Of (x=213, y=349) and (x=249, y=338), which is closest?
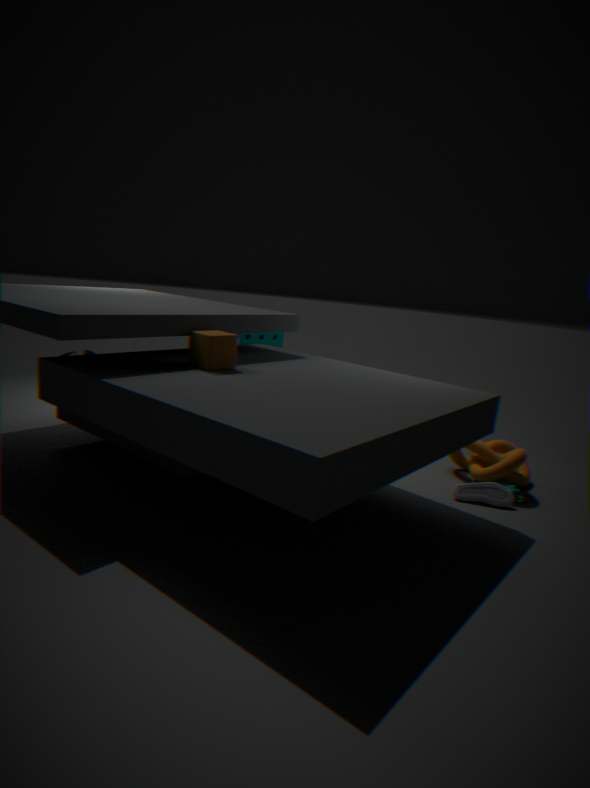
(x=213, y=349)
